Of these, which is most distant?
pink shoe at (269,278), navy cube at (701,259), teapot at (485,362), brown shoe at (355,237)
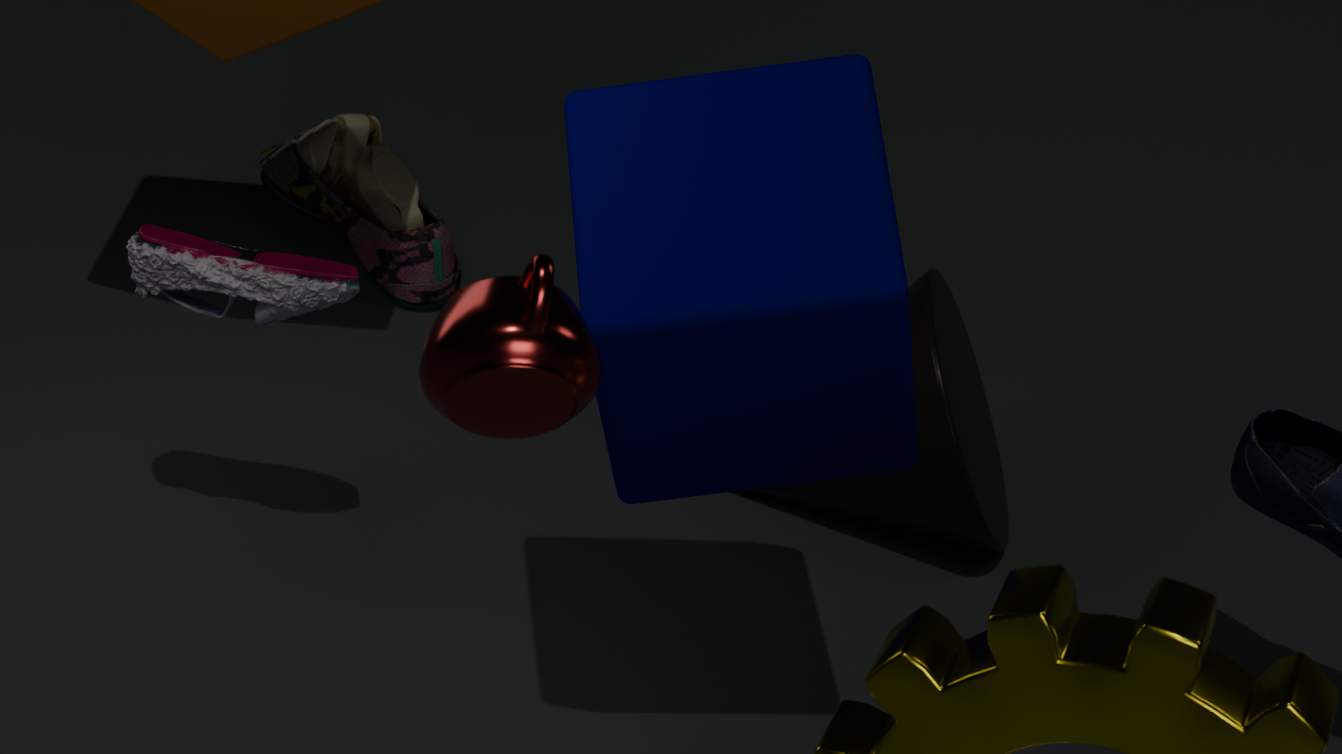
brown shoe at (355,237)
